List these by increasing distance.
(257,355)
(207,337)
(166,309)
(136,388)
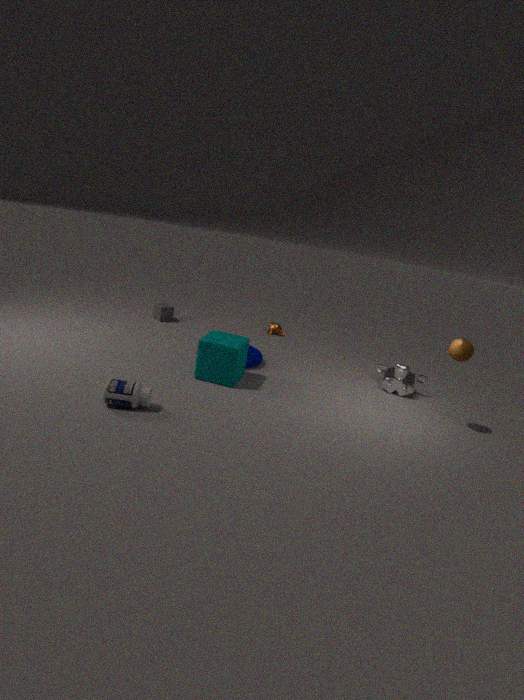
1. (136,388)
2. (207,337)
3. (257,355)
4. (166,309)
